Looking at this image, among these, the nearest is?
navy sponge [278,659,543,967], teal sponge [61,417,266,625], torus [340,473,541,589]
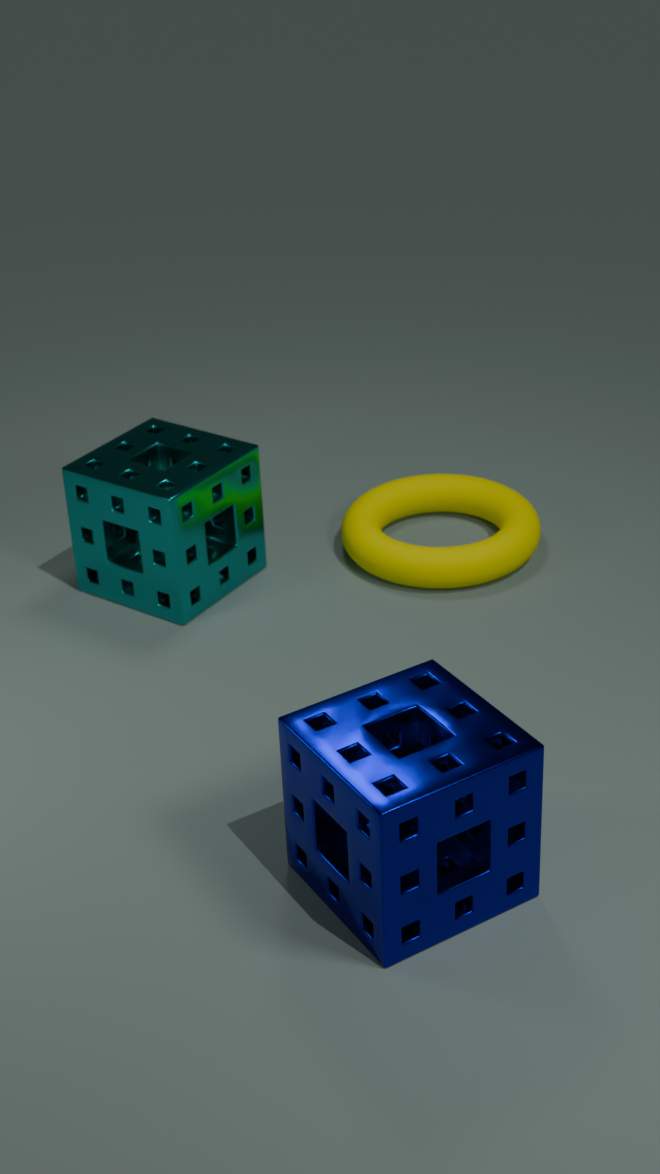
navy sponge [278,659,543,967]
